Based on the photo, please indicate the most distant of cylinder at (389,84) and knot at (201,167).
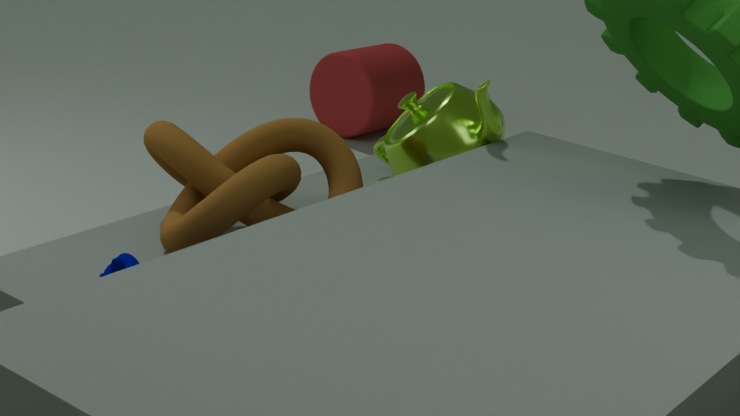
cylinder at (389,84)
